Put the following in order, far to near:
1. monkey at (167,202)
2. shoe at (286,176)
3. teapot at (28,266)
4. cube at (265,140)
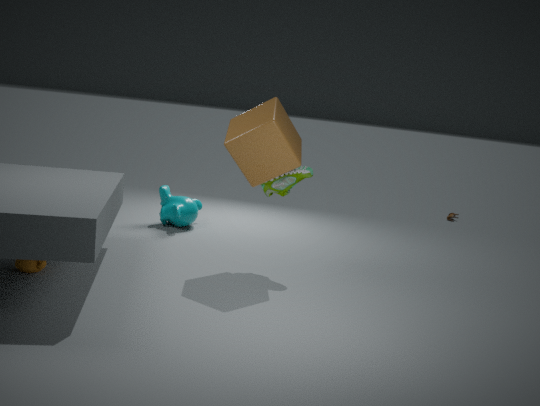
1. monkey at (167,202)
2. shoe at (286,176)
3. cube at (265,140)
4. teapot at (28,266)
